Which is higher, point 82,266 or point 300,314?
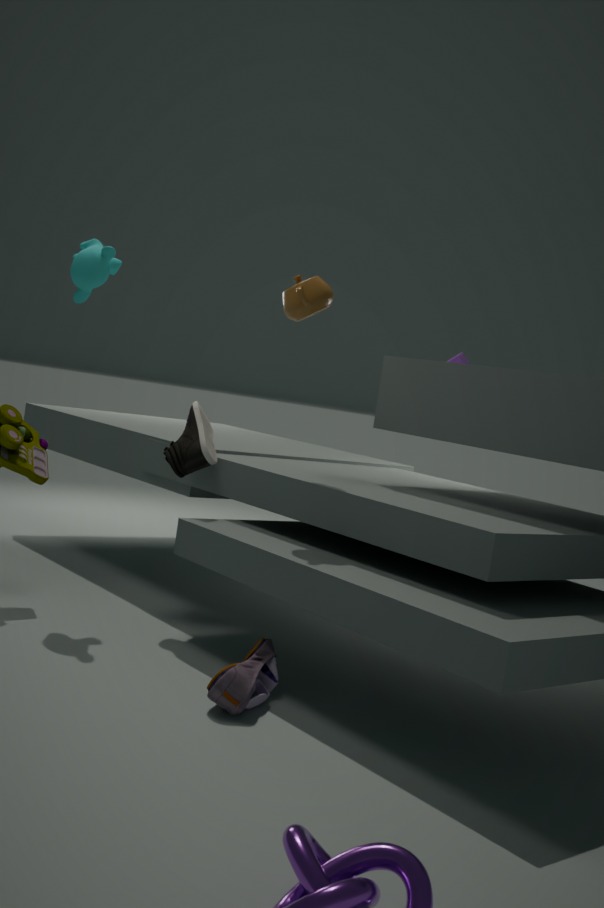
point 82,266
